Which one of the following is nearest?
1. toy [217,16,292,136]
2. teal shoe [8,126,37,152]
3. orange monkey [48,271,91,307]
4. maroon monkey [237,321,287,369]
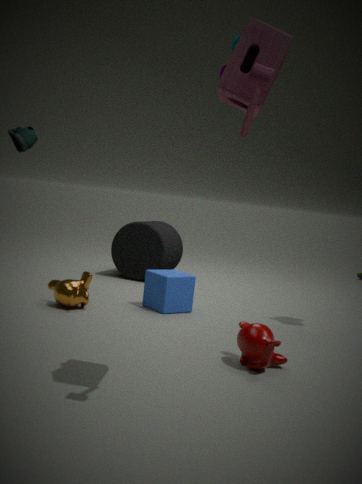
toy [217,16,292,136]
